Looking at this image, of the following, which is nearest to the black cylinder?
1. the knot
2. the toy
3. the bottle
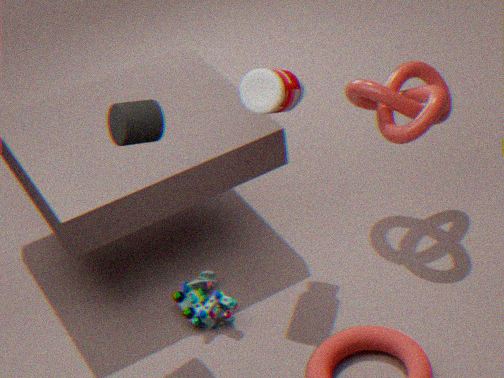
the bottle
